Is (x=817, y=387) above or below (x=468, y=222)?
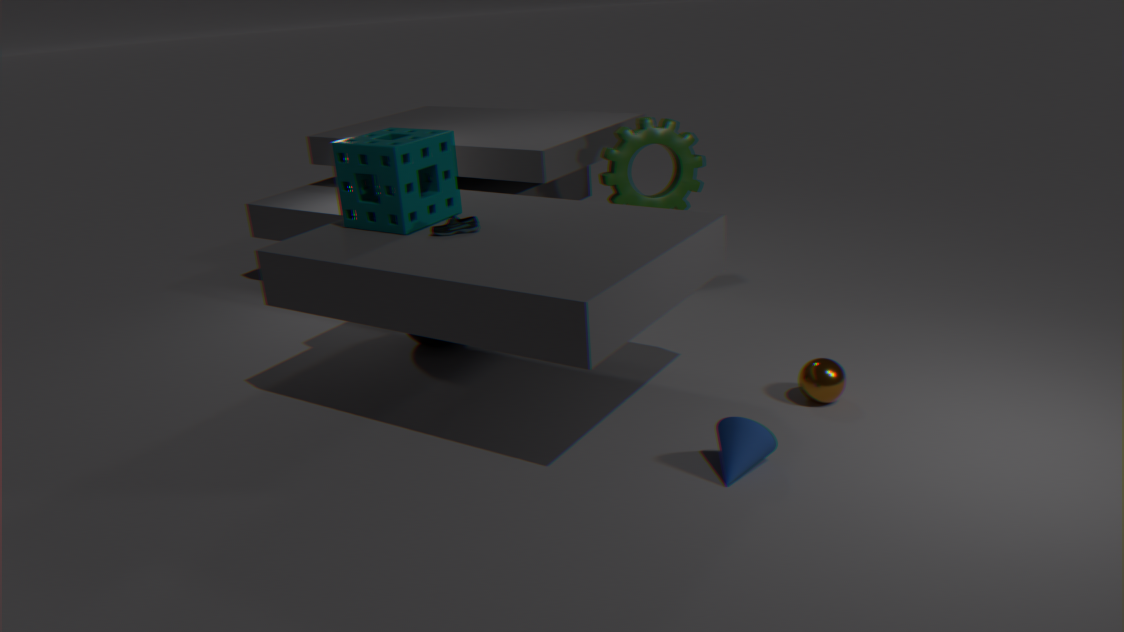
below
